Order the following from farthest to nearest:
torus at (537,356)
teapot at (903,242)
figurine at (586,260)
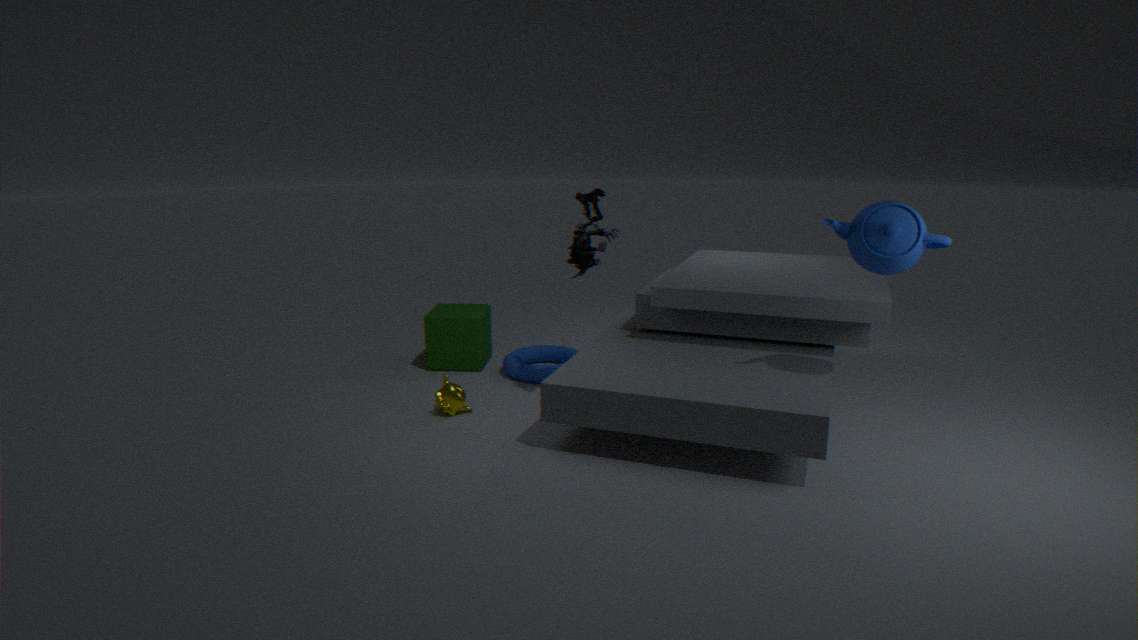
torus at (537,356) → figurine at (586,260) → teapot at (903,242)
